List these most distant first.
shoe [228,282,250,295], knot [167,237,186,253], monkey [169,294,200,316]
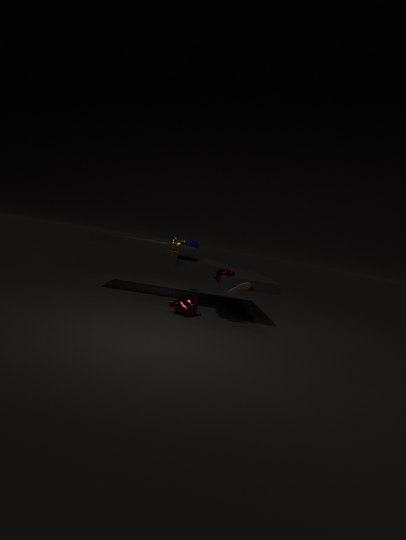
monkey [169,294,200,316] → shoe [228,282,250,295] → knot [167,237,186,253]
